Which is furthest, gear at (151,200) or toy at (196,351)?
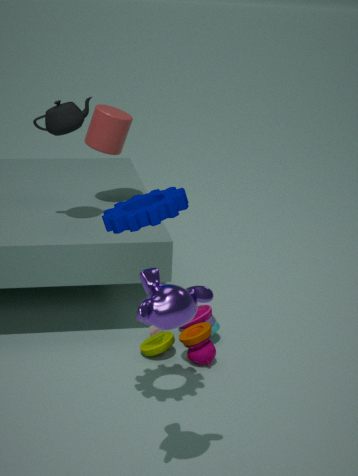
toy at (196,351)
